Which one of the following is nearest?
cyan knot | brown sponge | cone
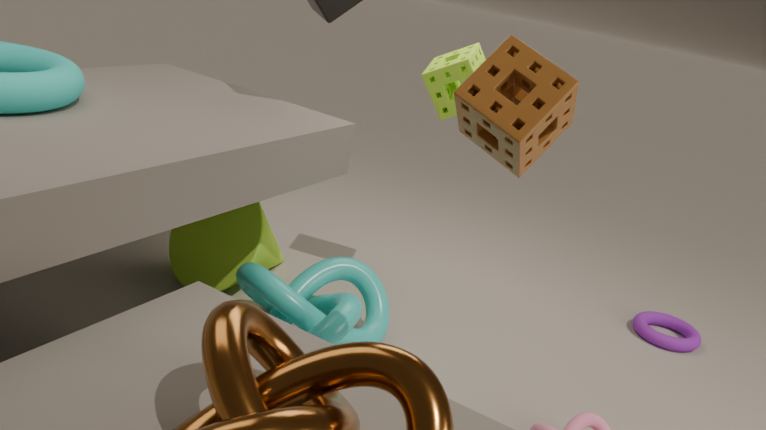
brown sponge
